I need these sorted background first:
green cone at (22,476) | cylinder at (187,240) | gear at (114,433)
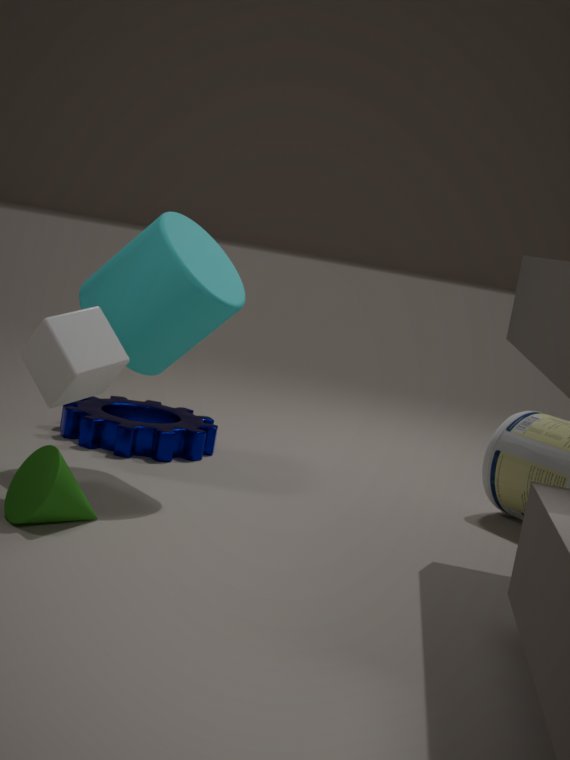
gear at (114,433), cylinder at (187,240), green cone at (22,476)
